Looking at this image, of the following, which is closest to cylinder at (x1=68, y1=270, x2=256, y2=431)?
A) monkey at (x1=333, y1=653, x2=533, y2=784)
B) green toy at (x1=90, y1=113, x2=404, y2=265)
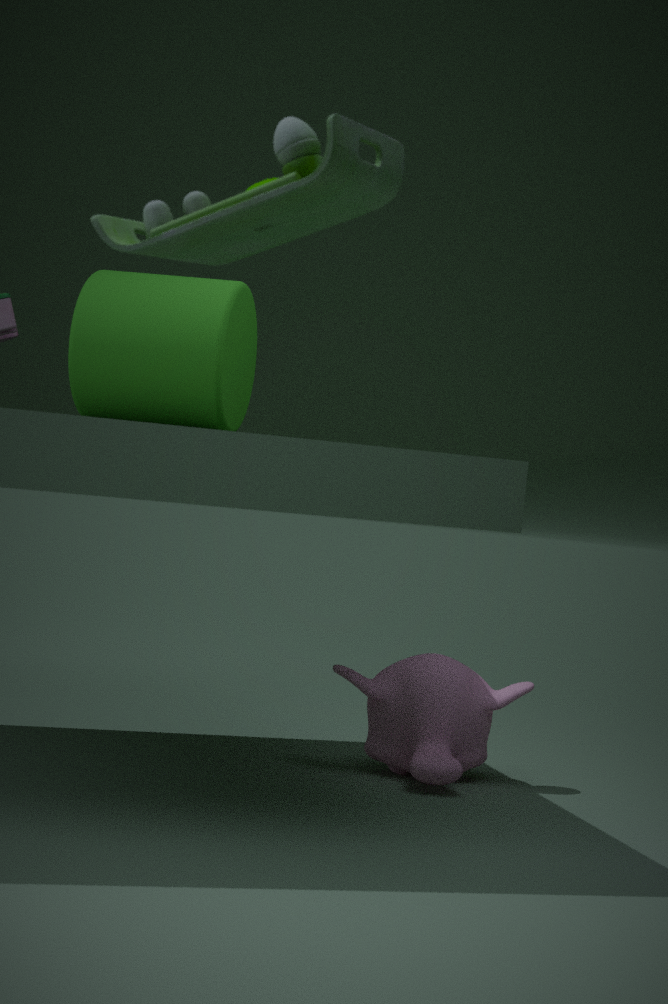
monkey at (x1=333, y1=653, x2=533, y2=784)
